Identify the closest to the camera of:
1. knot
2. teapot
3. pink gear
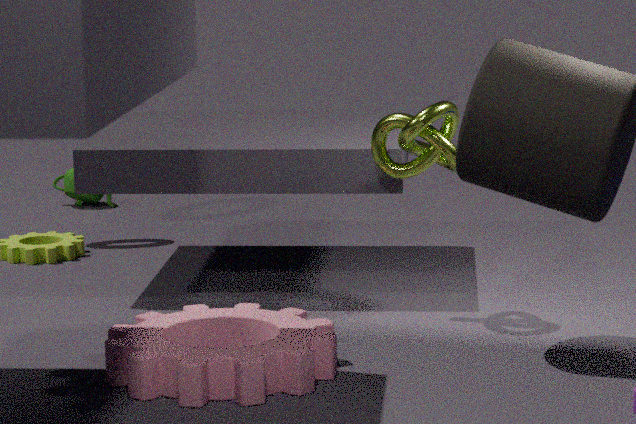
pink gear
